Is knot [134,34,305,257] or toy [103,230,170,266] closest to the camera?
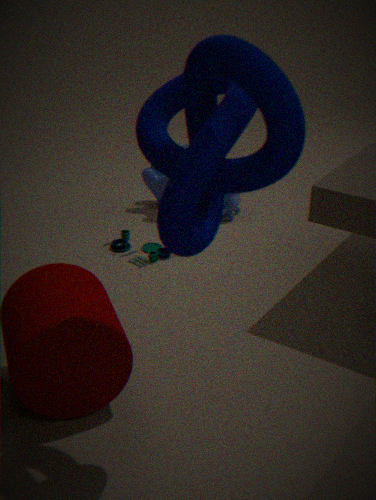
Answer: knot [134,34,305,257]
